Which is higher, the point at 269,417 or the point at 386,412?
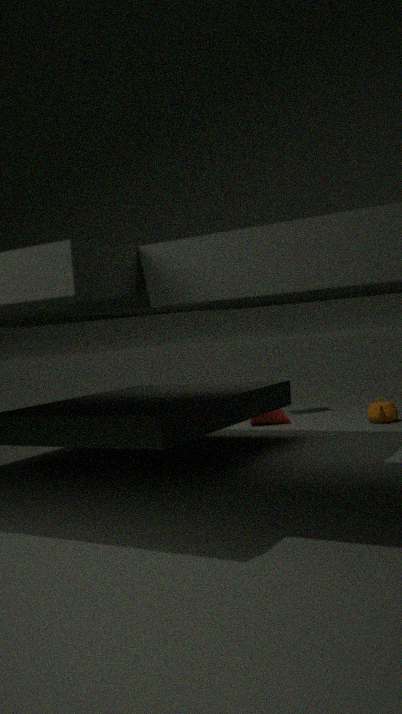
the point at 269,417
